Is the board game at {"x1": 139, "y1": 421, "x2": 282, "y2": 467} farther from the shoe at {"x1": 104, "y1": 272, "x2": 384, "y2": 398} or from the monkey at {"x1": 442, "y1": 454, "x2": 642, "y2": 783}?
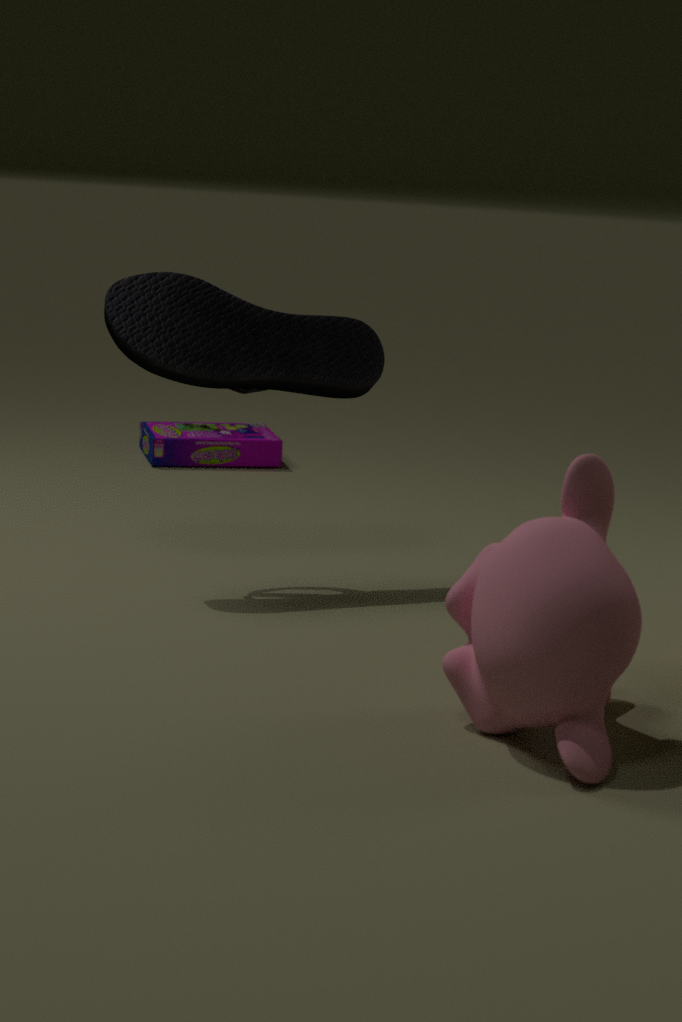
the monkey at {"x1": 442, "y1": 454, "x2": 642, "y2": 783}
